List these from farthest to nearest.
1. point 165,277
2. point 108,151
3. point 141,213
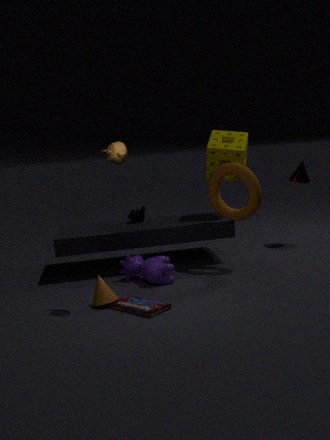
point 141,213 < point 165,277 < point 108,151
